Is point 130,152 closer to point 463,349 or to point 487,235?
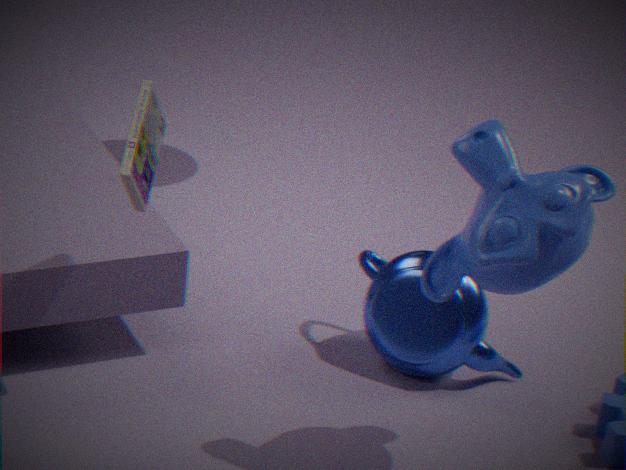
point 487,235
